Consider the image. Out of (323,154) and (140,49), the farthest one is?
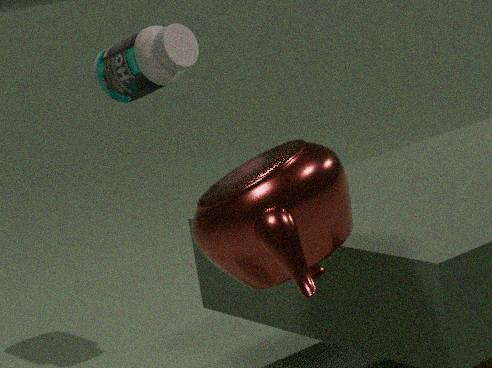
(140,49)
